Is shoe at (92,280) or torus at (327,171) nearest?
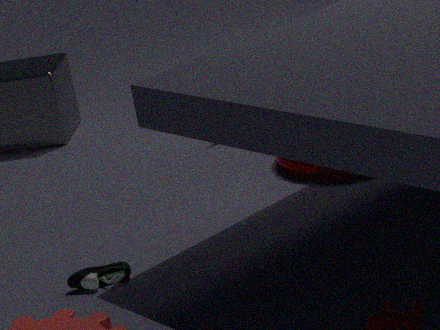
shoe at (92,280)
